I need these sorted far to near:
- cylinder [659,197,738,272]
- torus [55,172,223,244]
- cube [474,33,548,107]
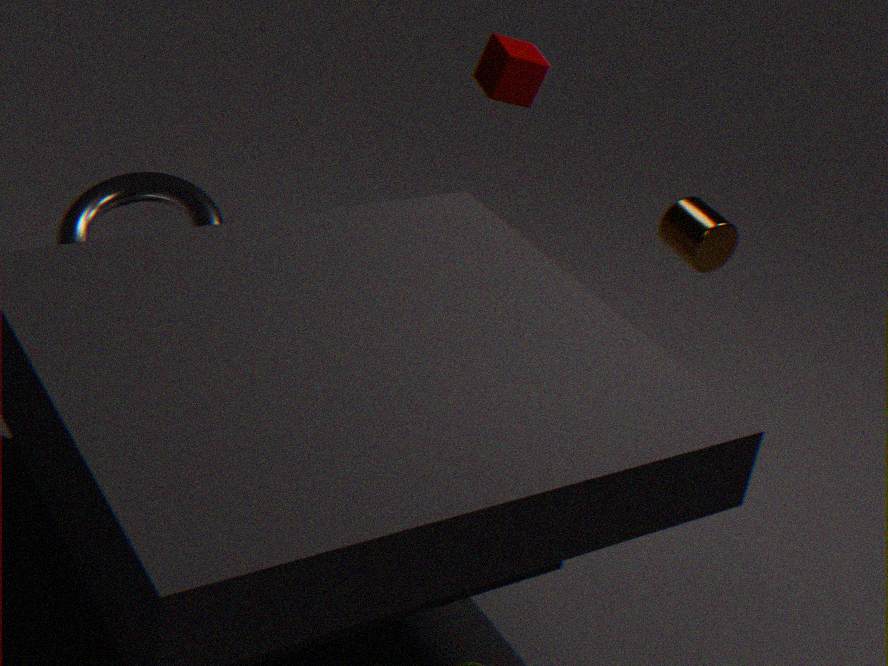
cube [474,33,548,107] → torus [55,172,223,244] → cylinder [659,197,738,272]
